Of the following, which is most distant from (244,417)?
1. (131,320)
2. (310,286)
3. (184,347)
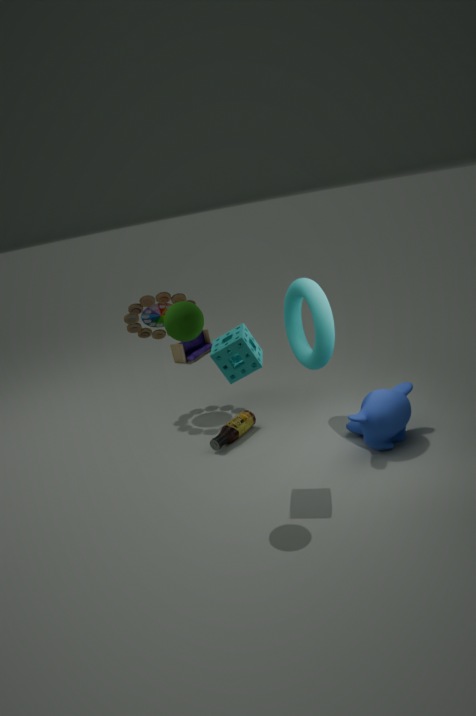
(184,347)
